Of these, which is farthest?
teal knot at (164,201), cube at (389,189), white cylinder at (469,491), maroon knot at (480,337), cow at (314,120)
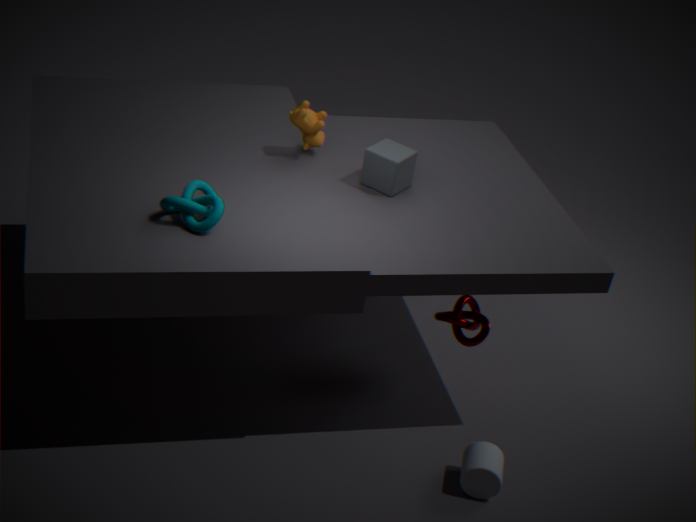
maroon knot at (480,337)
